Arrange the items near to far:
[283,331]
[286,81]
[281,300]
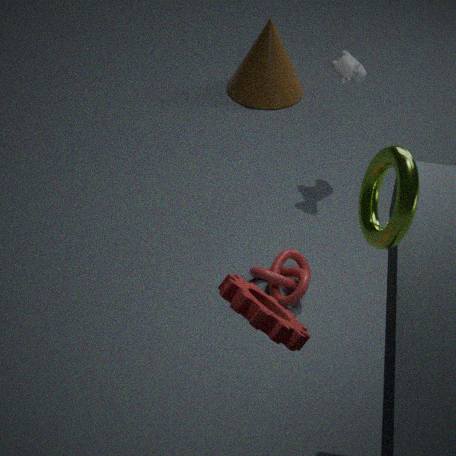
[283,331], [281,300], [286,81]
